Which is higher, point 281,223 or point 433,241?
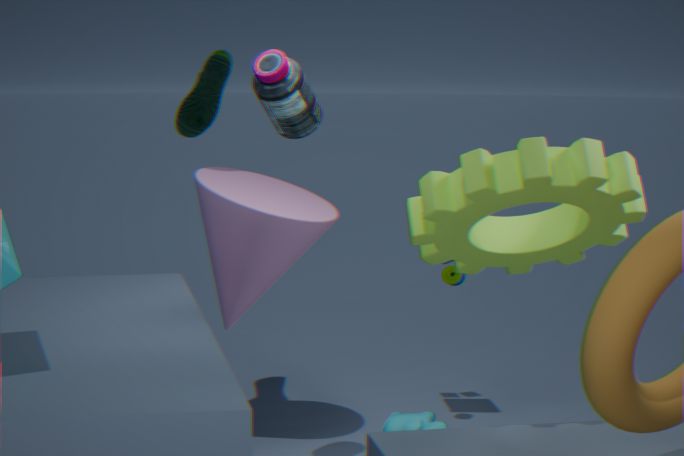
point 433,241
